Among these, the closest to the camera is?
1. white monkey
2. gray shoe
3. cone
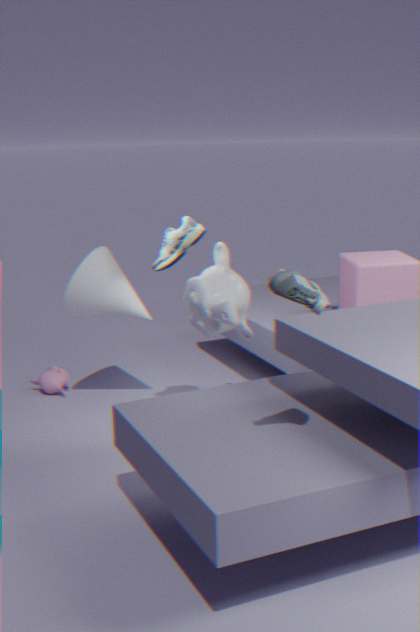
gray shoe
